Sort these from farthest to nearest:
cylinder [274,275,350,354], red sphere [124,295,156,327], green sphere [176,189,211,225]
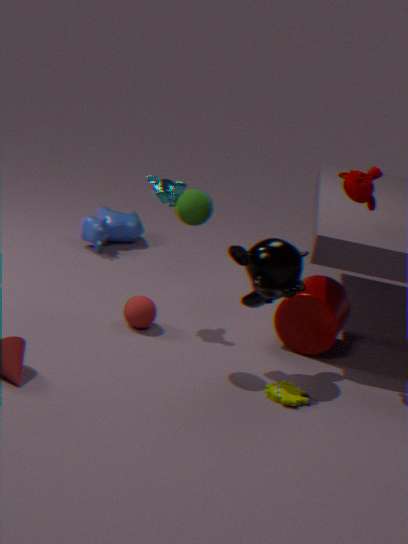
cylinder [274,275,350,354], red sphere [124,295,156,327], green sphere [176,189,211,225]
